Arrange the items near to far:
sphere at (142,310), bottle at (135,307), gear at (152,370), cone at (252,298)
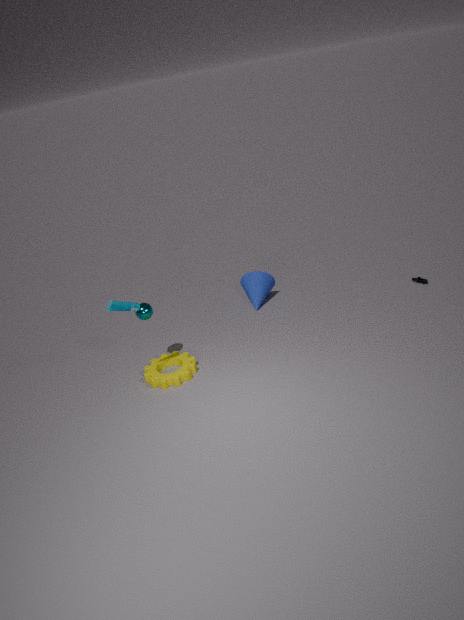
bottle at (135,307) → gear at (152,370) → sphere at (142,310) → cone at (252,298)
